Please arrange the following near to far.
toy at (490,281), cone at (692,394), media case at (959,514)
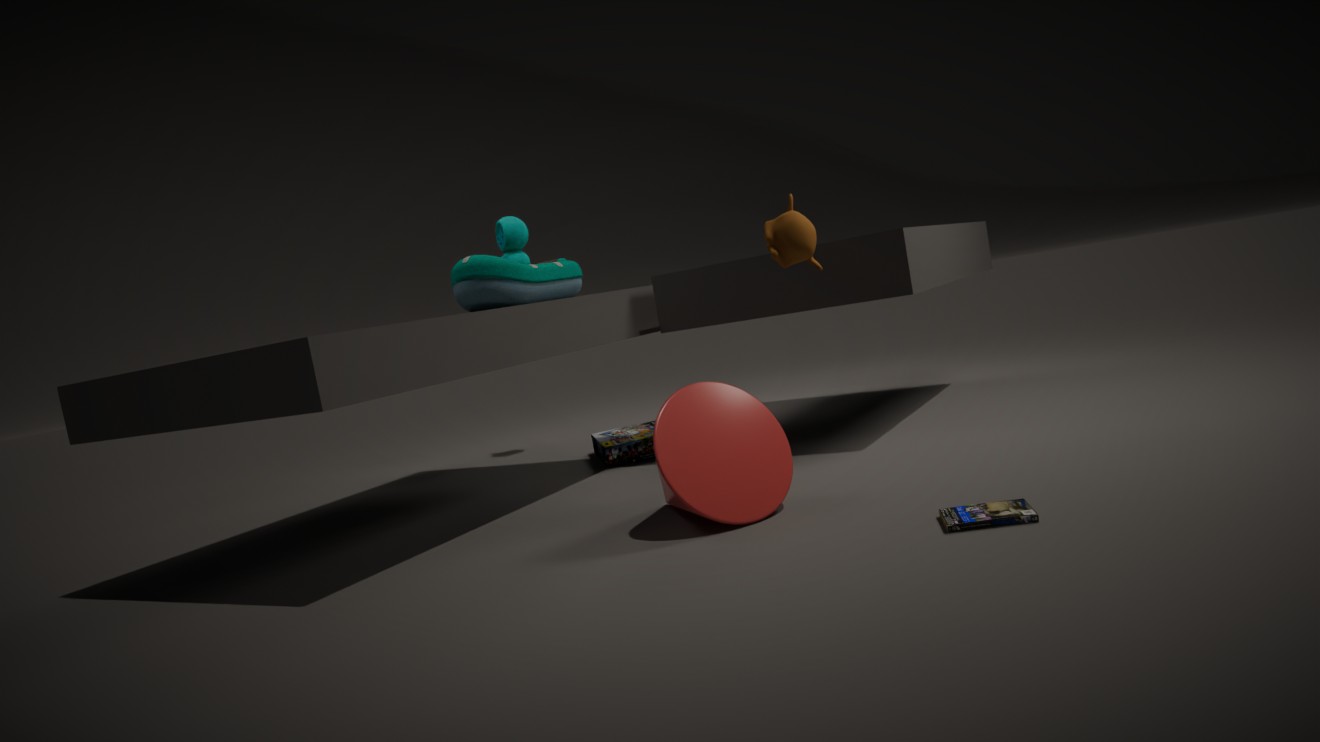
1. media case at (959,514)
2. cone at (692,394)
3. toy at (490,281)
